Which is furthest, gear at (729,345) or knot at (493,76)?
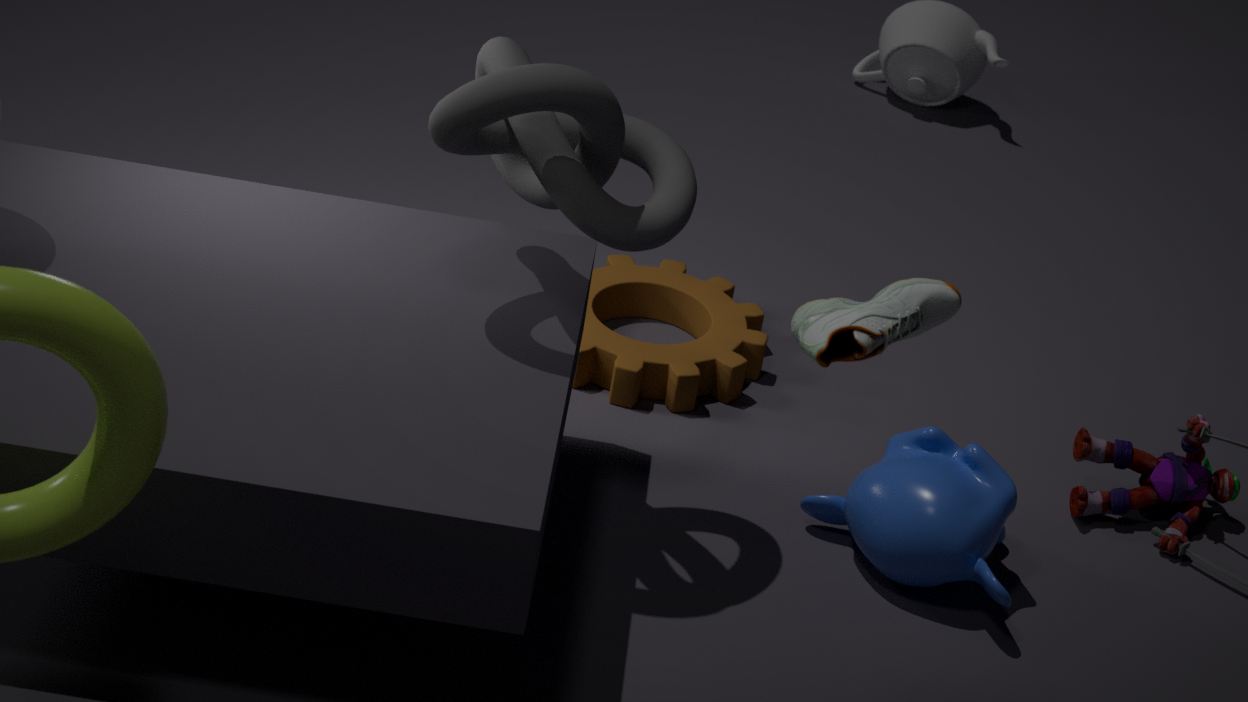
gear at (729,345)
